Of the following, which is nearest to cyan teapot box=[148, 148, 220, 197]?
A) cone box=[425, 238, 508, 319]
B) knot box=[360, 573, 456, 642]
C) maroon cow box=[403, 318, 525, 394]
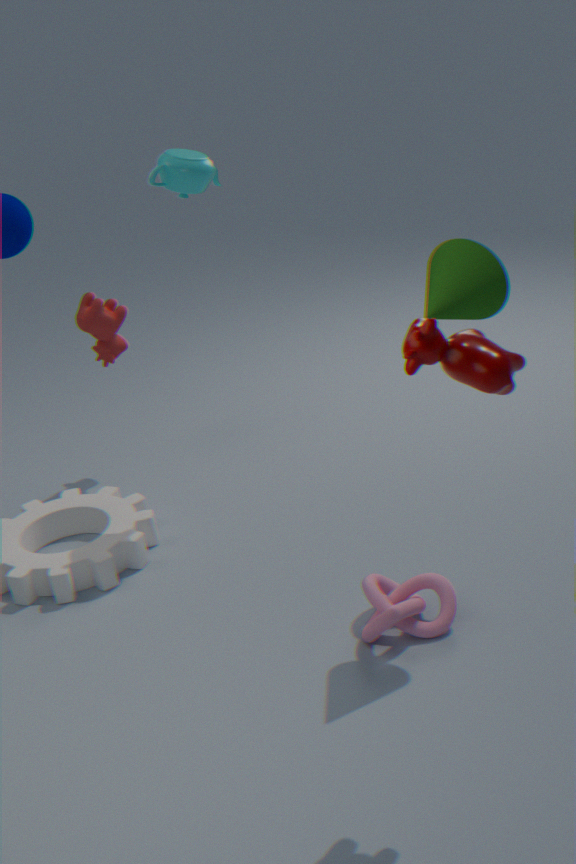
cone box=[425, 238, 508, 319]
